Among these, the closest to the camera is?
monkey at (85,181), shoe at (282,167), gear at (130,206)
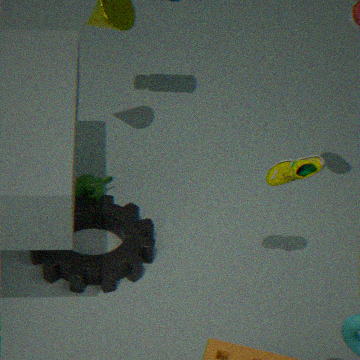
shoe at (282,167)
